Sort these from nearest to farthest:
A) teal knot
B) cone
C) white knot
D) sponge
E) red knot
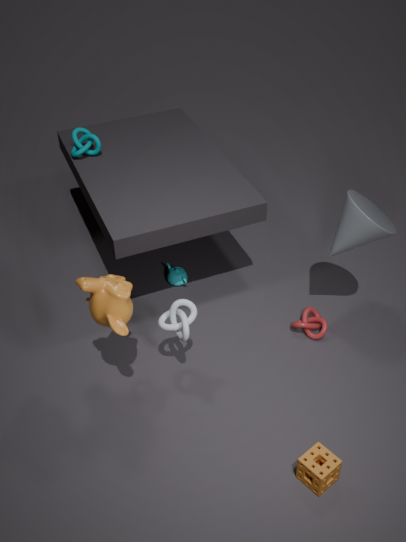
D. sponge, C. white knot, B. cone, E. red knot, A. teal knot
